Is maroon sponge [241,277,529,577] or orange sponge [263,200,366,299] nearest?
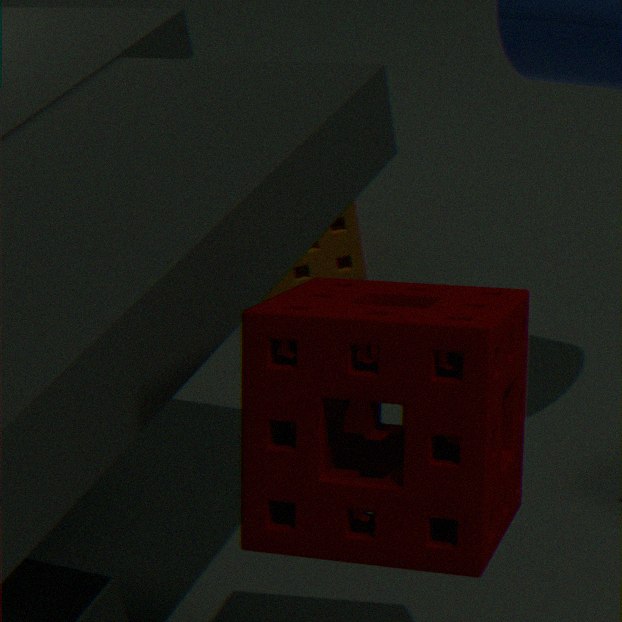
maroon sponge [241,277,529,577]
